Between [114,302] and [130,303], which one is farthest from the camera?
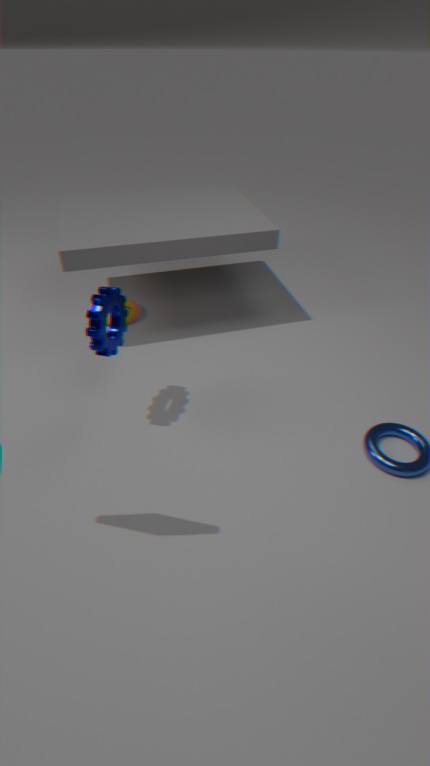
[130,303]
